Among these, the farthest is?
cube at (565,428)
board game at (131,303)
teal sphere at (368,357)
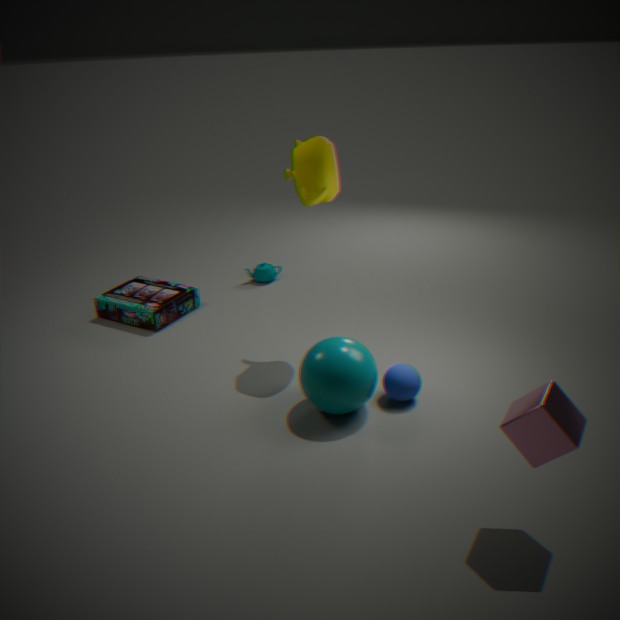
board game at (131,303)
